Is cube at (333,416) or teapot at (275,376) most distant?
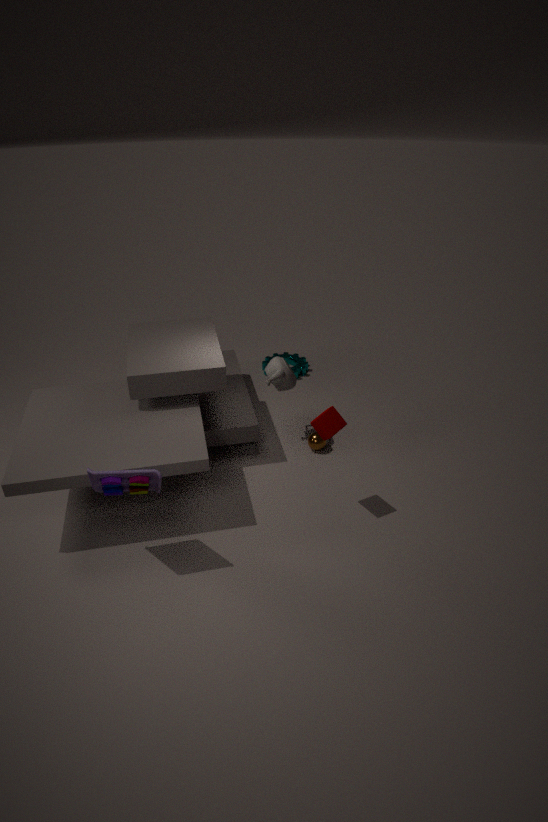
teapot at (275,376)
